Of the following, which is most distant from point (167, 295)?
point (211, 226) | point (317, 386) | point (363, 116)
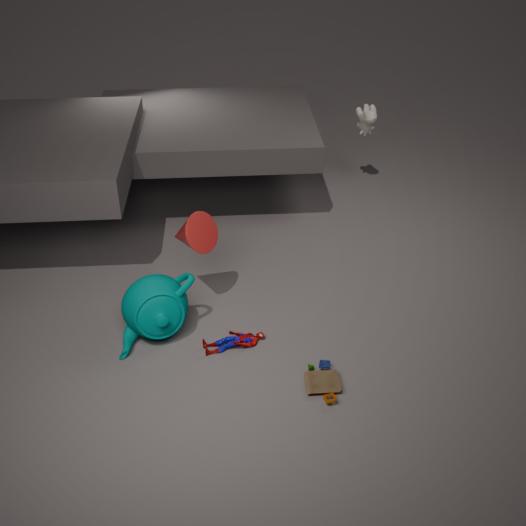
point (363, 116)
